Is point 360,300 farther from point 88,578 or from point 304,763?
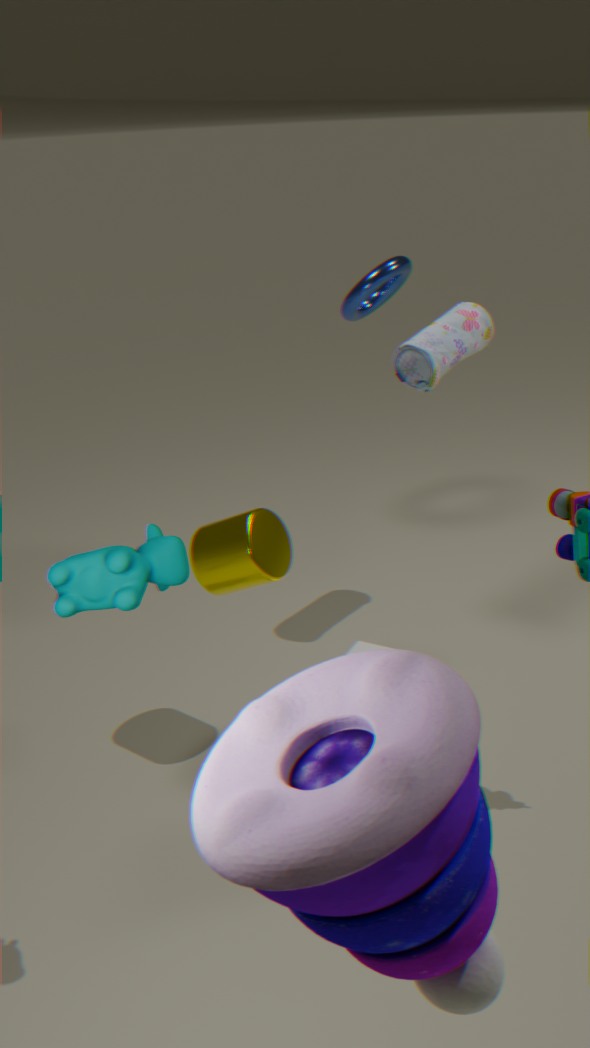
point 304,763
